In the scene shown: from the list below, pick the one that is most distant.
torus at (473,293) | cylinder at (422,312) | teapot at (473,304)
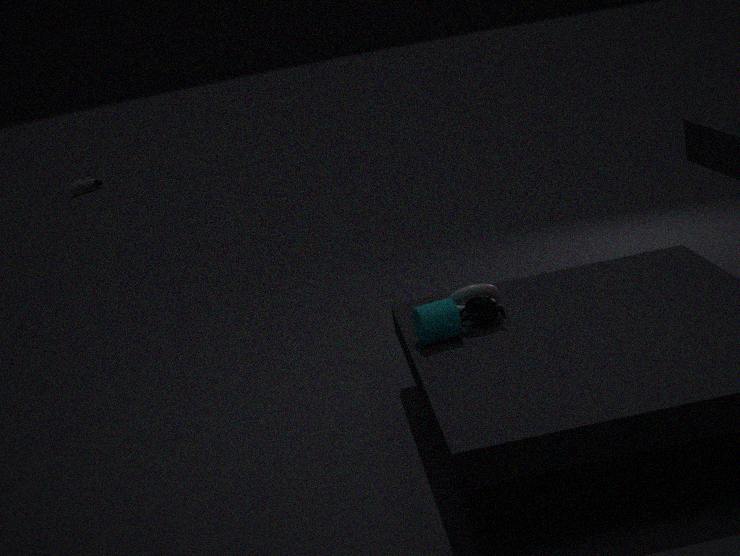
torus at (473,293)
